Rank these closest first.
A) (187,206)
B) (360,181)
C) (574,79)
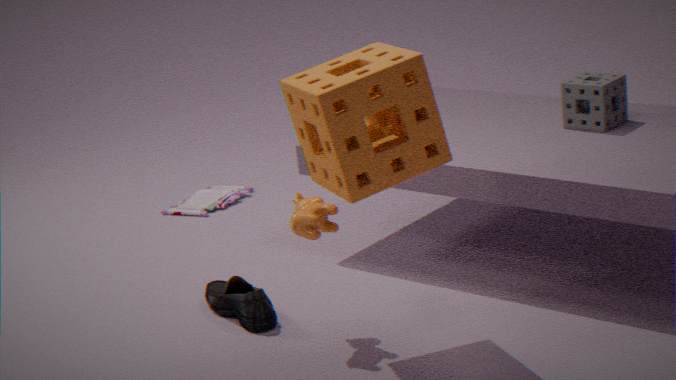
(360,181) < (574,79) < (187,206)
